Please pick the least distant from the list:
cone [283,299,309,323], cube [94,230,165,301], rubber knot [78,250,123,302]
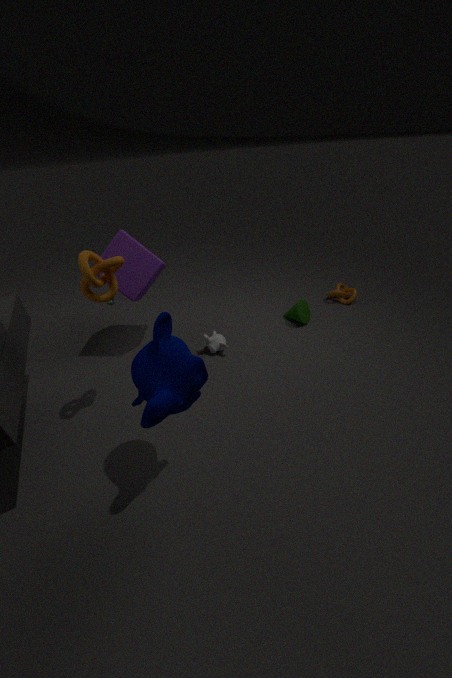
rubber knot [78,250,123,302]
